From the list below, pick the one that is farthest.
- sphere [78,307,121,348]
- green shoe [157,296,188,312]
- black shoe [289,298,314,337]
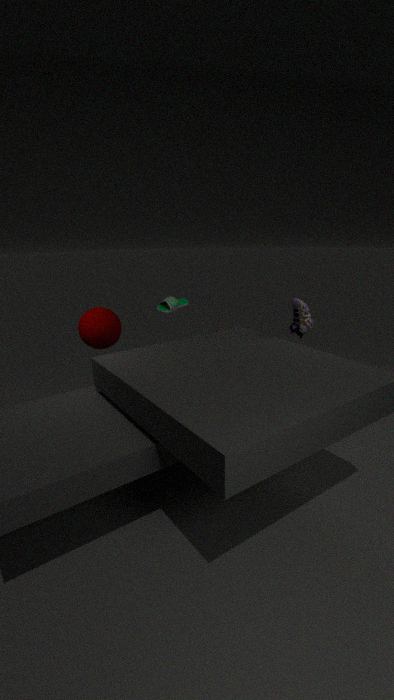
Answer: green shoe [157,296,188,312]
